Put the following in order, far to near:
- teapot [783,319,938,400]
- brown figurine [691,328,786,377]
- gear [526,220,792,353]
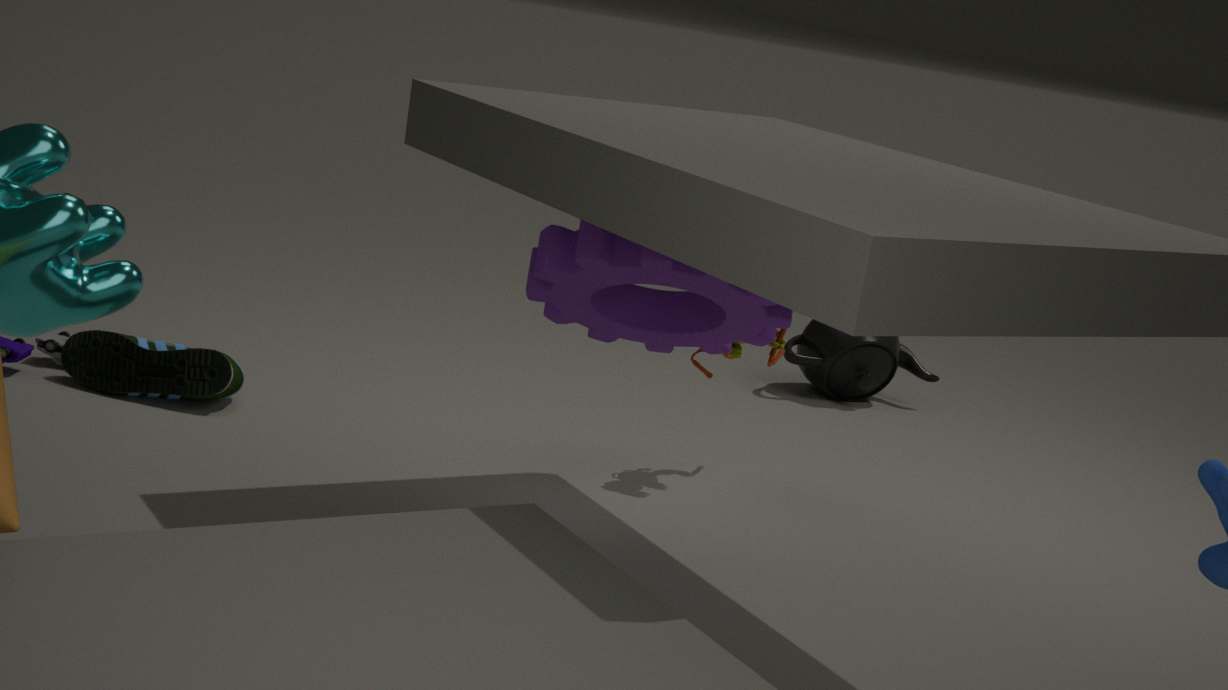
teapot [783,319,938,400] < brown figurine [691,328,786,377] < gear [526,220,792,353]
